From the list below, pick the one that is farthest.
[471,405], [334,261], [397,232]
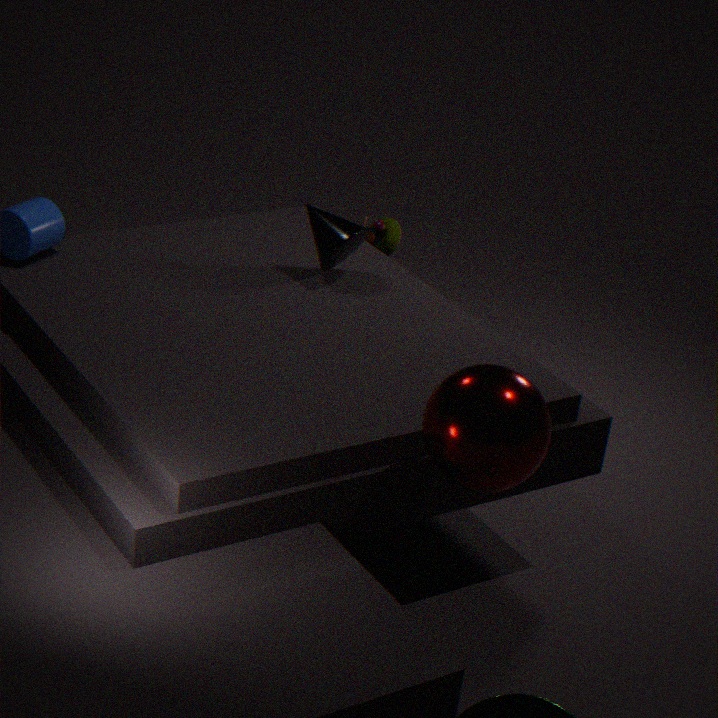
[397,232]
